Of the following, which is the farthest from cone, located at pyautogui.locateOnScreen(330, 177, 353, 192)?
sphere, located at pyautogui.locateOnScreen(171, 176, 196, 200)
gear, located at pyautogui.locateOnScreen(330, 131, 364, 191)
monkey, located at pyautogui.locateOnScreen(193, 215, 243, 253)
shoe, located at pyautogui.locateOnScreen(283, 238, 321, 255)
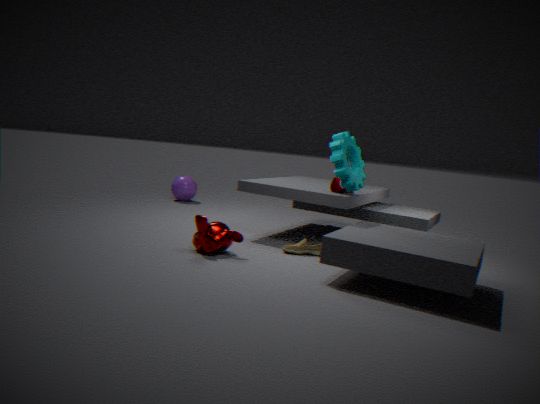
sphere, located at pyautogui.locateOnScreen(171, 176, 196, 200)
